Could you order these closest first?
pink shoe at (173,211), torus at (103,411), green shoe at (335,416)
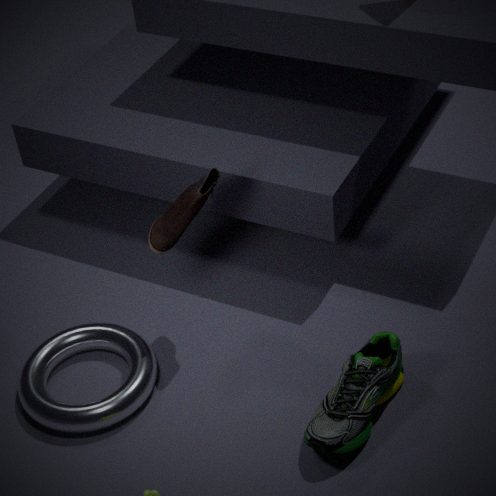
green shoe at (335,416) → torus at (103,411) → pink shoe at (173,211)
